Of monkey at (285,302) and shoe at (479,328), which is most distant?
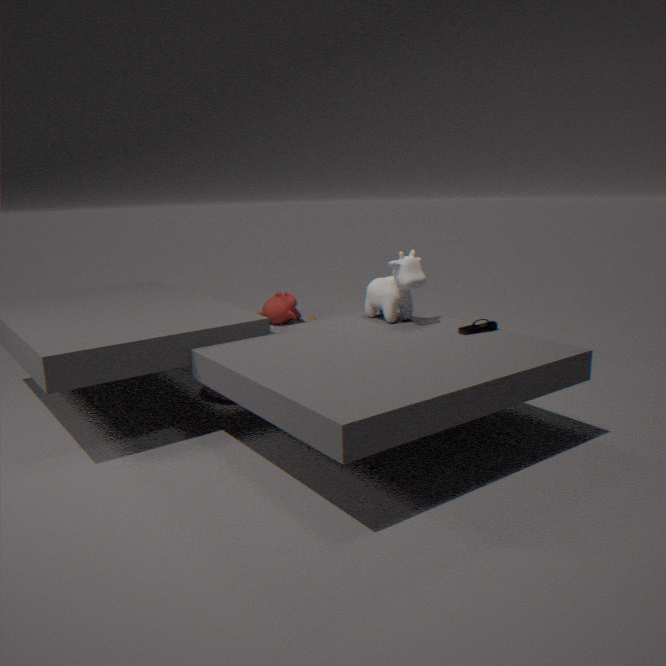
monkey at (285,302)
